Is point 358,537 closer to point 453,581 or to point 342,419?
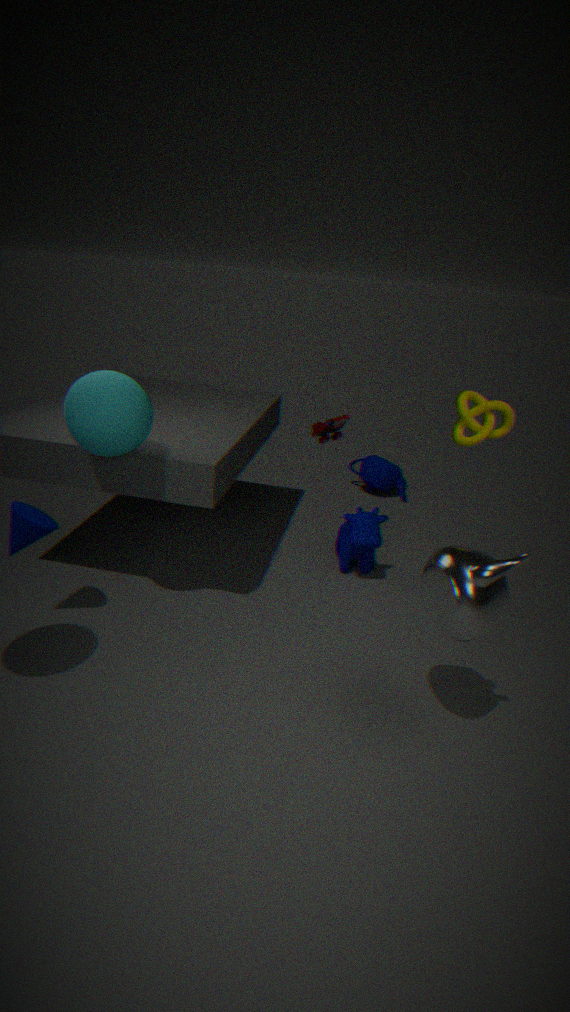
point 342,419
